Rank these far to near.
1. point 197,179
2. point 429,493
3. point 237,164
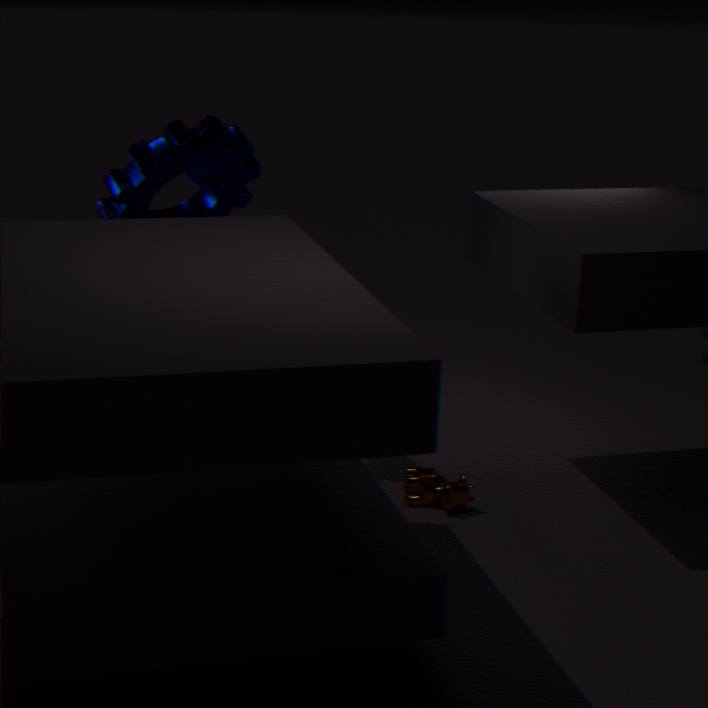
point 197,179
point 237,164
point 429,493
